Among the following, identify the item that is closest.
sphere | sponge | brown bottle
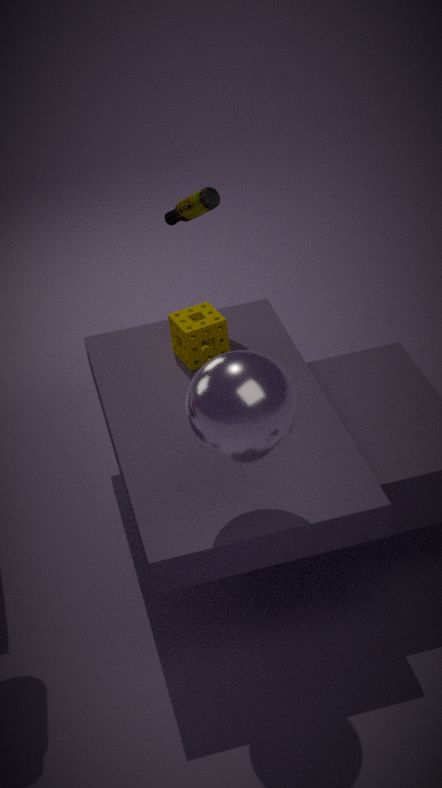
sphere
